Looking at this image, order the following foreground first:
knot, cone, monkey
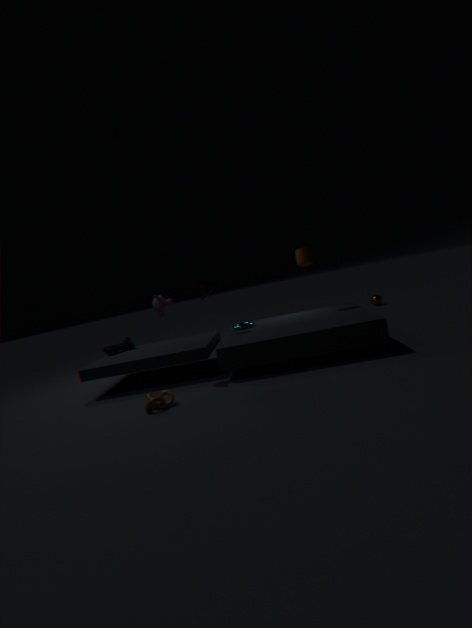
knot, monkey, cone
